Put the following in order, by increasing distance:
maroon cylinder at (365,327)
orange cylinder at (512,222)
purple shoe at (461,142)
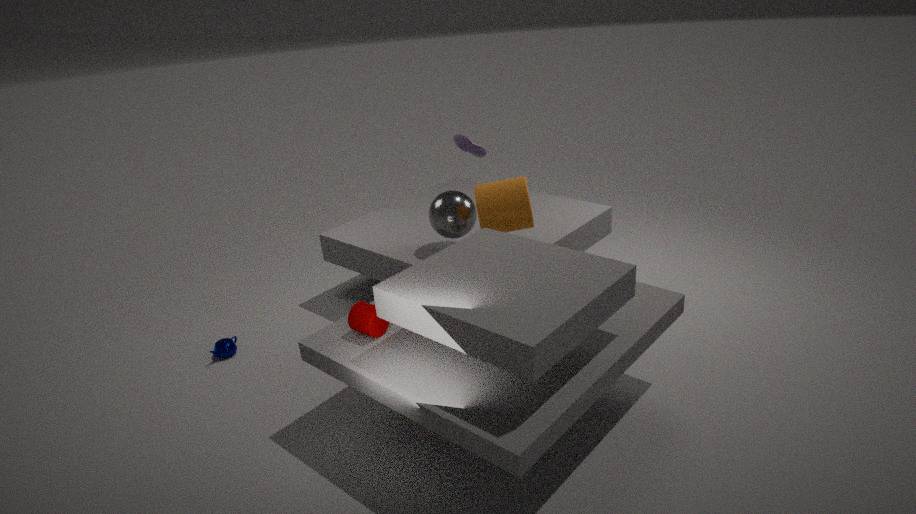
maroon cylinder at (365,327) < orange cylinder at (512,222) < purple shoe at (461,142)
